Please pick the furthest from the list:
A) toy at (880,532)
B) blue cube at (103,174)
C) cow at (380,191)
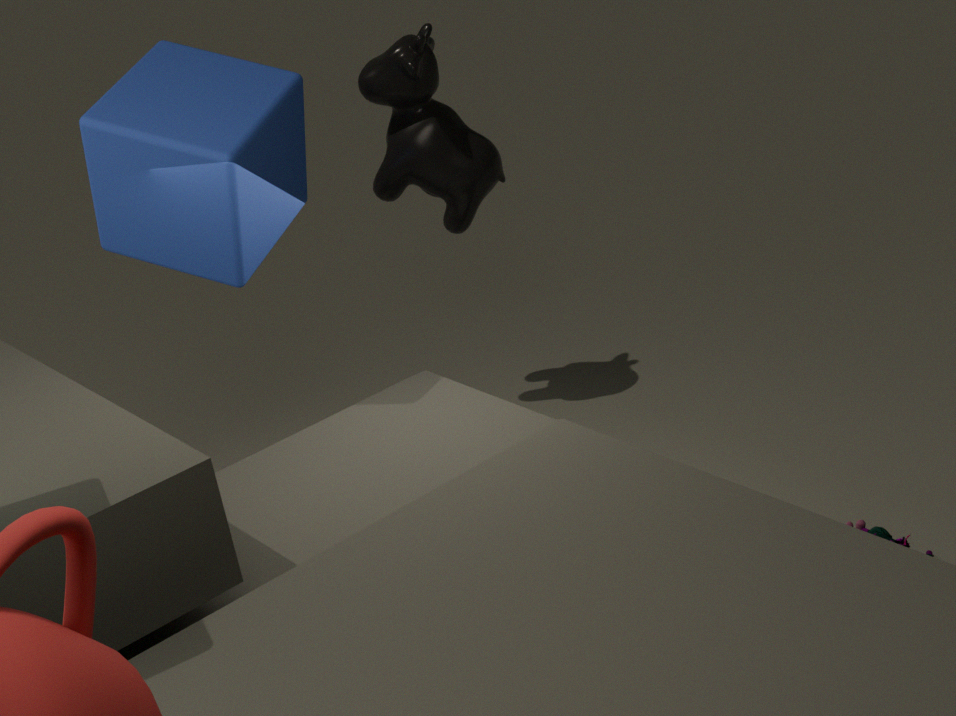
cow at (380,191)
